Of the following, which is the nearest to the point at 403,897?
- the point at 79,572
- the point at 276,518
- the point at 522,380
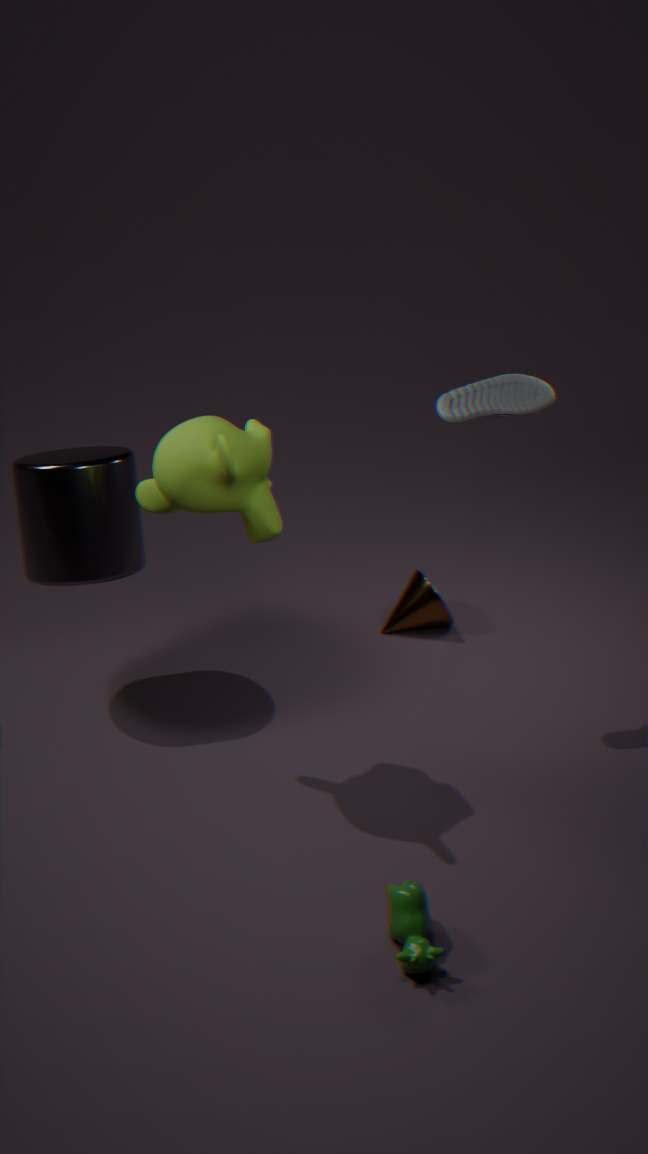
the point at 276,518
